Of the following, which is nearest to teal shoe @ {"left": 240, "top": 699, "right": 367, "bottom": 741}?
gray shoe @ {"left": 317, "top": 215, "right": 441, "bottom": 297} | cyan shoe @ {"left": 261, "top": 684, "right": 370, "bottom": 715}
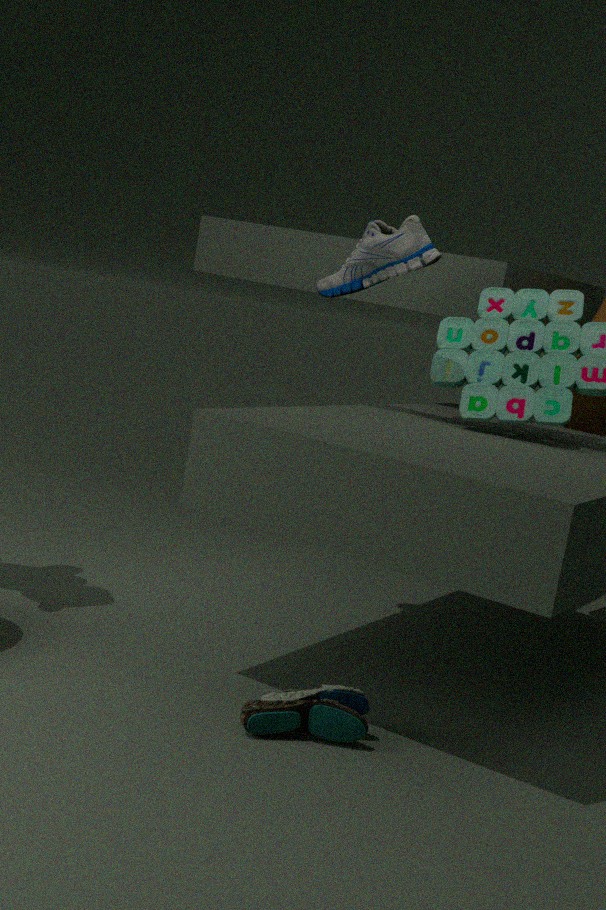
cyan shoe @ {"left": 261, "top": 684, "right": 370, "bottom": 715}
